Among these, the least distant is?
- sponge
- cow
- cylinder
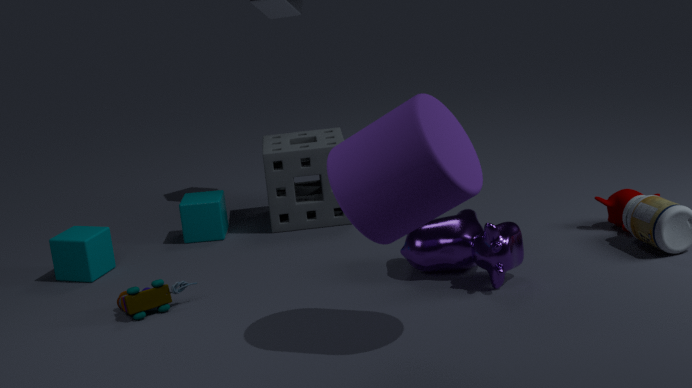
cylinder
